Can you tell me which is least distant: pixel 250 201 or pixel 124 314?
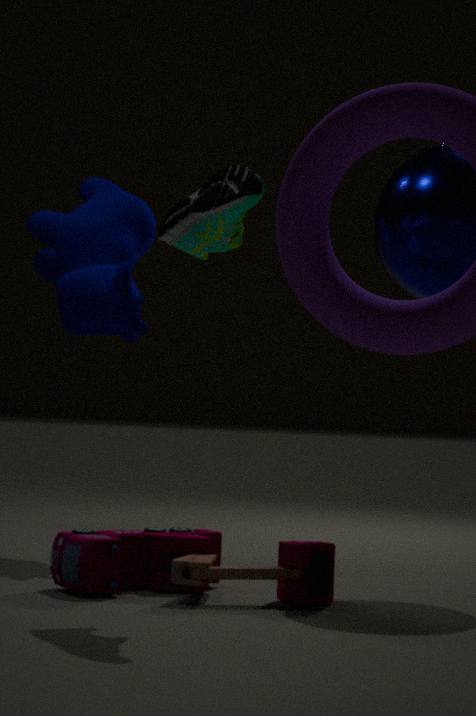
pixel 250 201
